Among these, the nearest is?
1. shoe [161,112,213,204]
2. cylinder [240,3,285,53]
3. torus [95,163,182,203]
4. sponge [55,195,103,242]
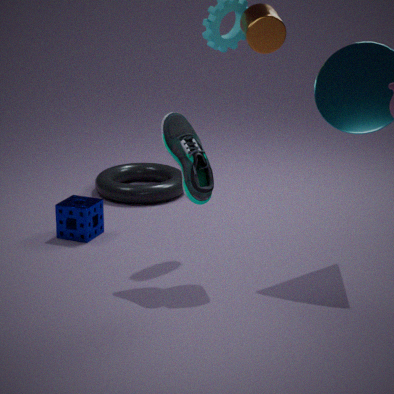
shoe [161,112,213,204]
